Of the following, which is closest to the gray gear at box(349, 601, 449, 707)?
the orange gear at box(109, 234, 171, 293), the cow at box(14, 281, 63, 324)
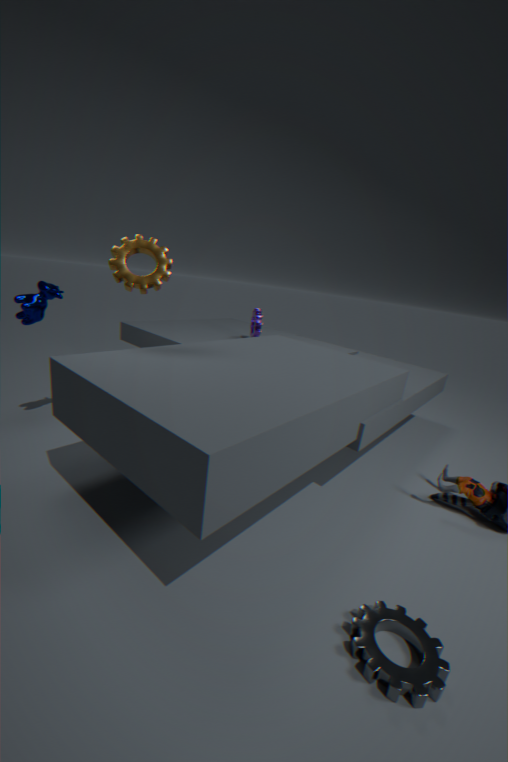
the orange gear at box(109, 234, 171, 293)
